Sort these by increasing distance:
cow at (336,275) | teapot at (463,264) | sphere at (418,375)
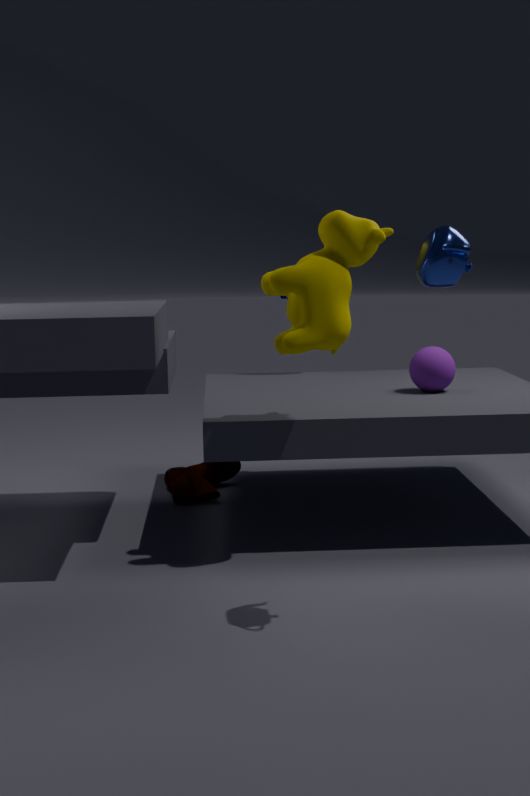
teapot at (463,264) < cow at (336,275) < sphere at (418,375)
